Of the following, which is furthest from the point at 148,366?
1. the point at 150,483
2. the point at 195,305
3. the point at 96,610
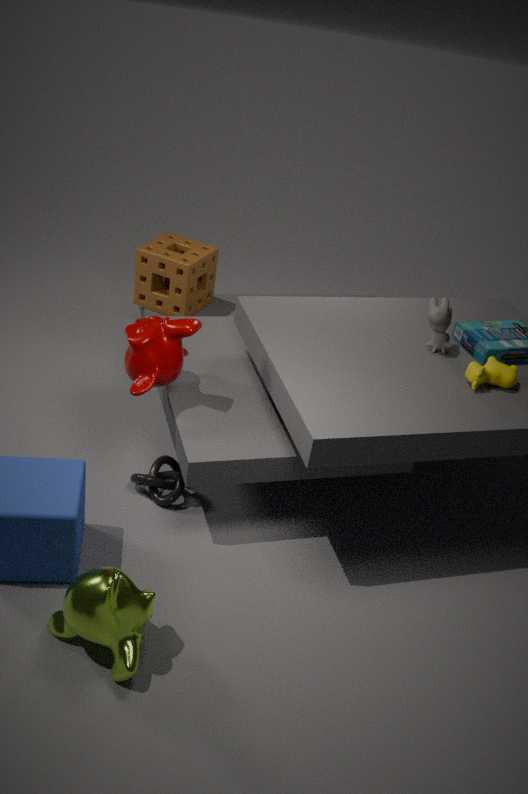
the point at 195,305
